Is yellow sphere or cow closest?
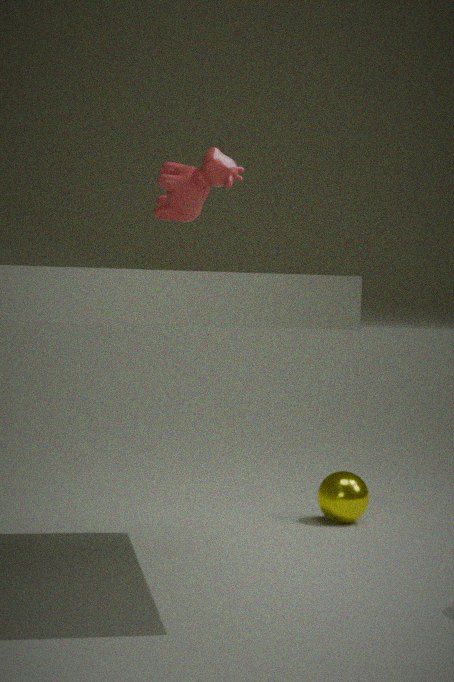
cow
